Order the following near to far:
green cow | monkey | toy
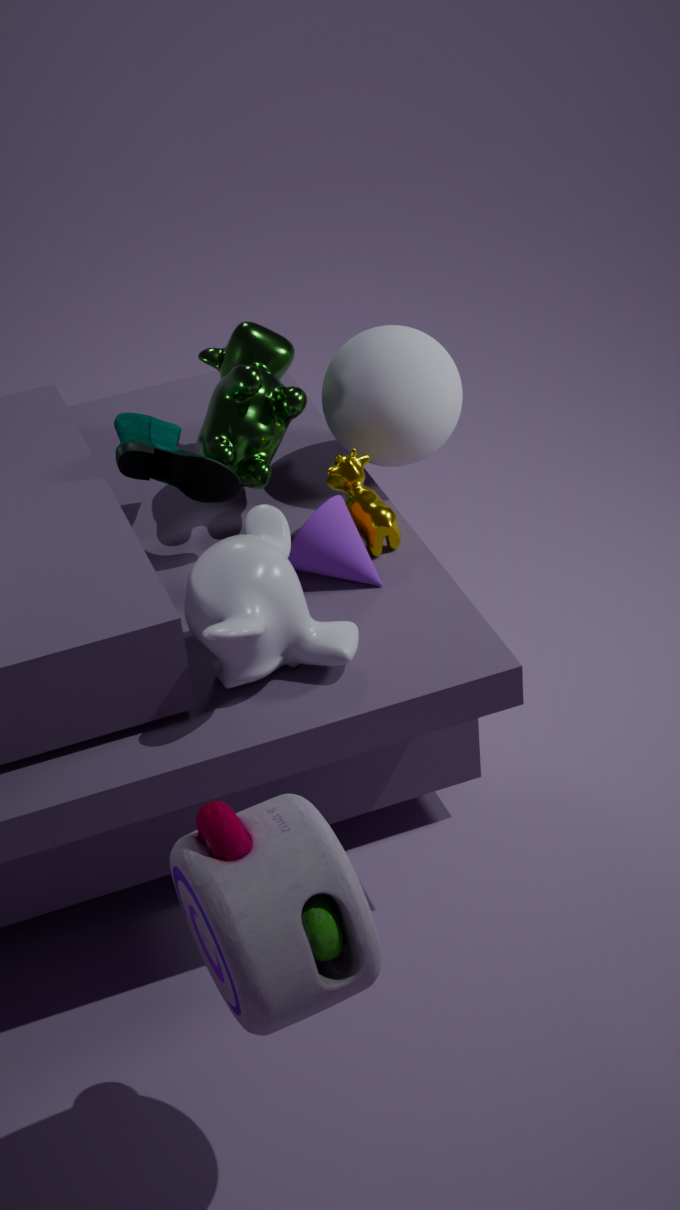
toy
monkey
green cow
